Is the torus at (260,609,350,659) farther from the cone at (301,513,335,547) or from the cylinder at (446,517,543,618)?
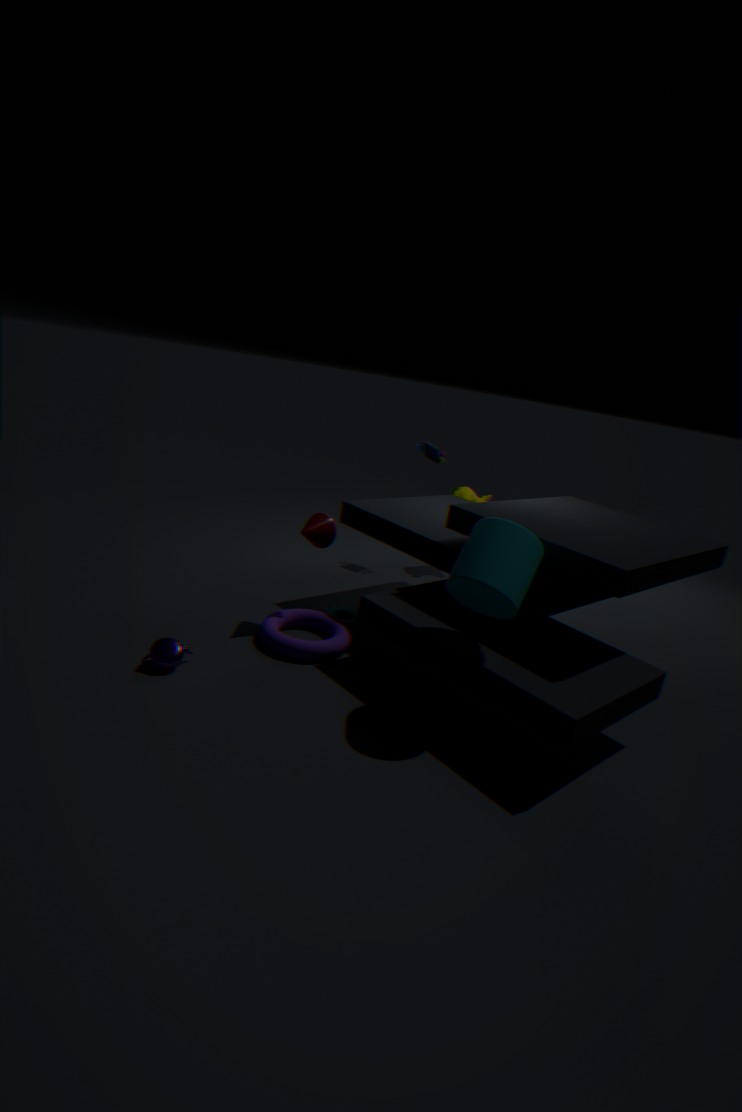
the cylinder at (446,517,543,618)
